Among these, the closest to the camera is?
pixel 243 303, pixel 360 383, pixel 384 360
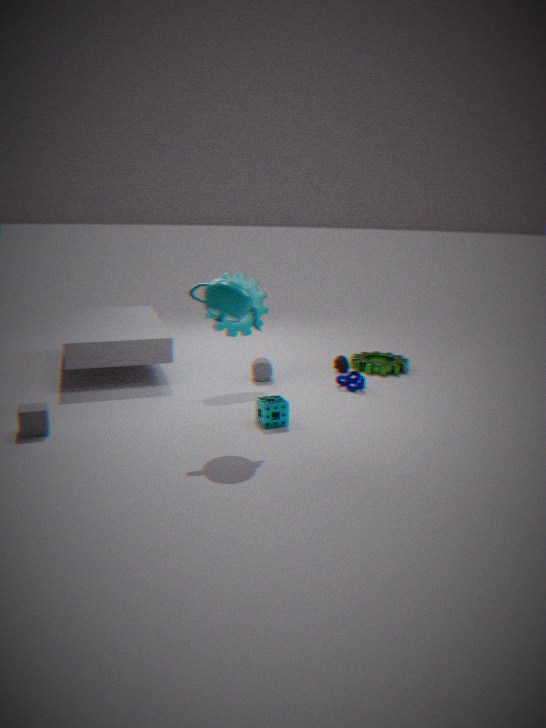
pixel 243 303
